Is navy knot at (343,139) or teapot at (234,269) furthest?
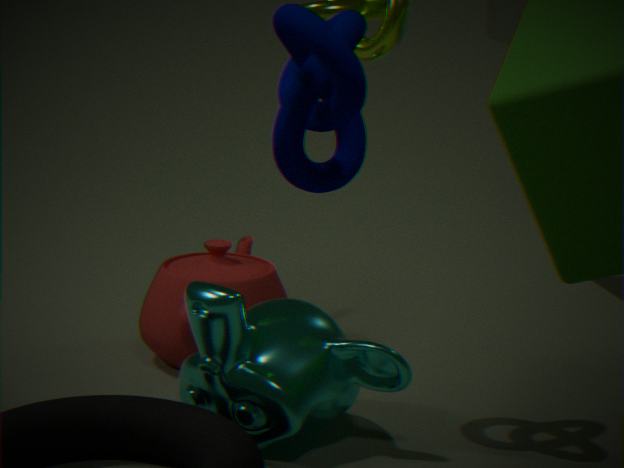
teapot at (234,269)
